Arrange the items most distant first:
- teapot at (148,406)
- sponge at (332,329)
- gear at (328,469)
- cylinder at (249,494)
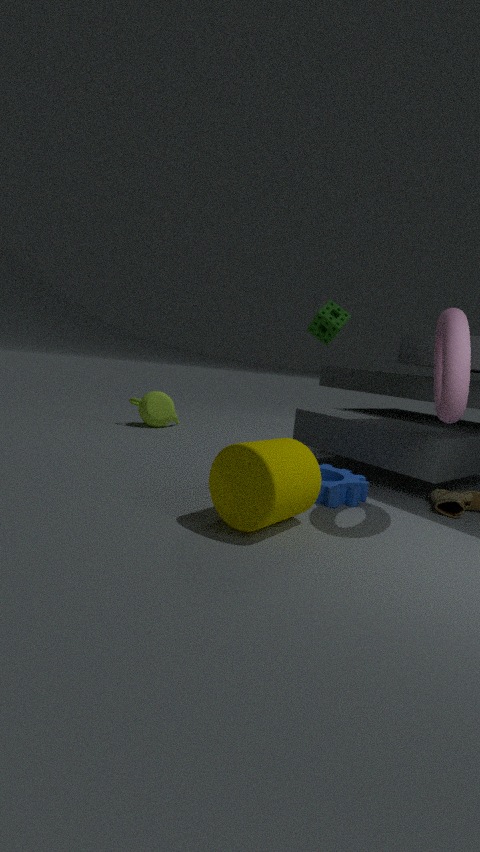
1. teapot at (148,406)
2. sponge at (332,329)
3. gear at (328,469)
4. cylinder at (249,494)
